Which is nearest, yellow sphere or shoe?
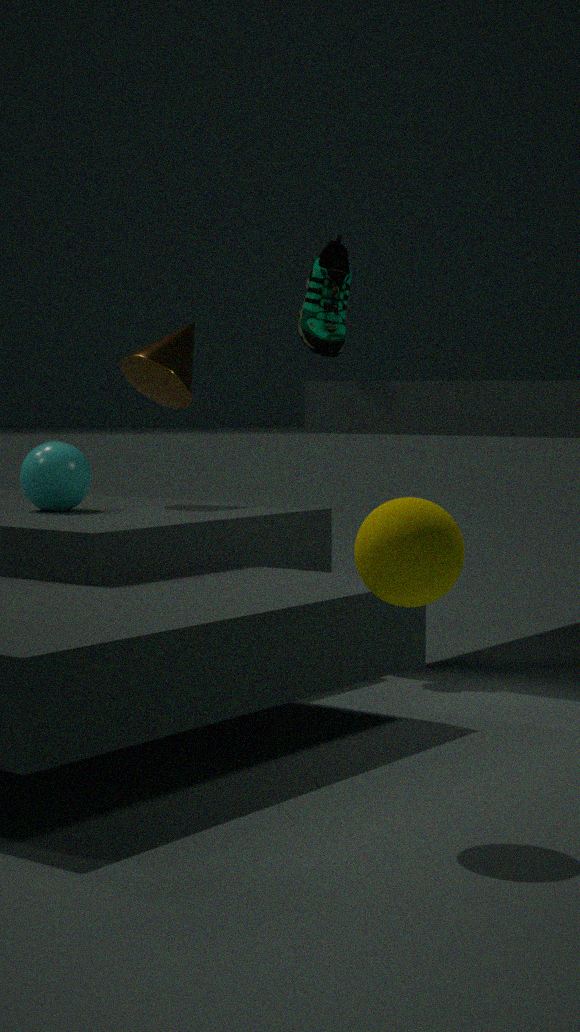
yellow sphere
